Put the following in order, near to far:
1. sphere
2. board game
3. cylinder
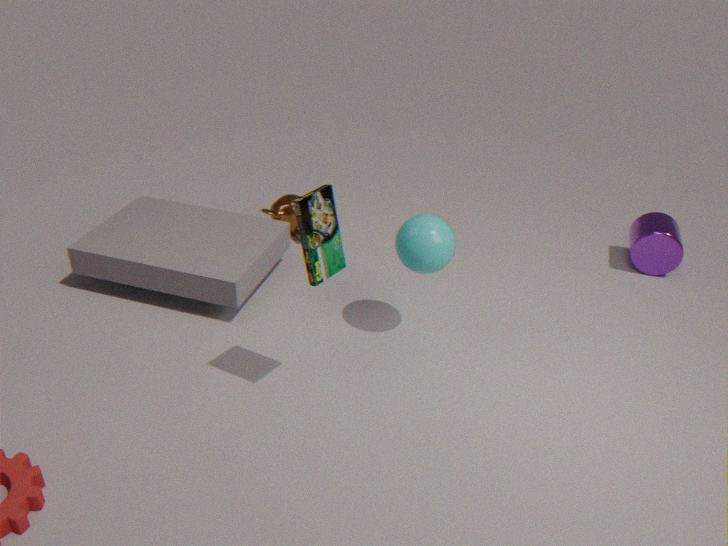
board game → sphere → cylinder
